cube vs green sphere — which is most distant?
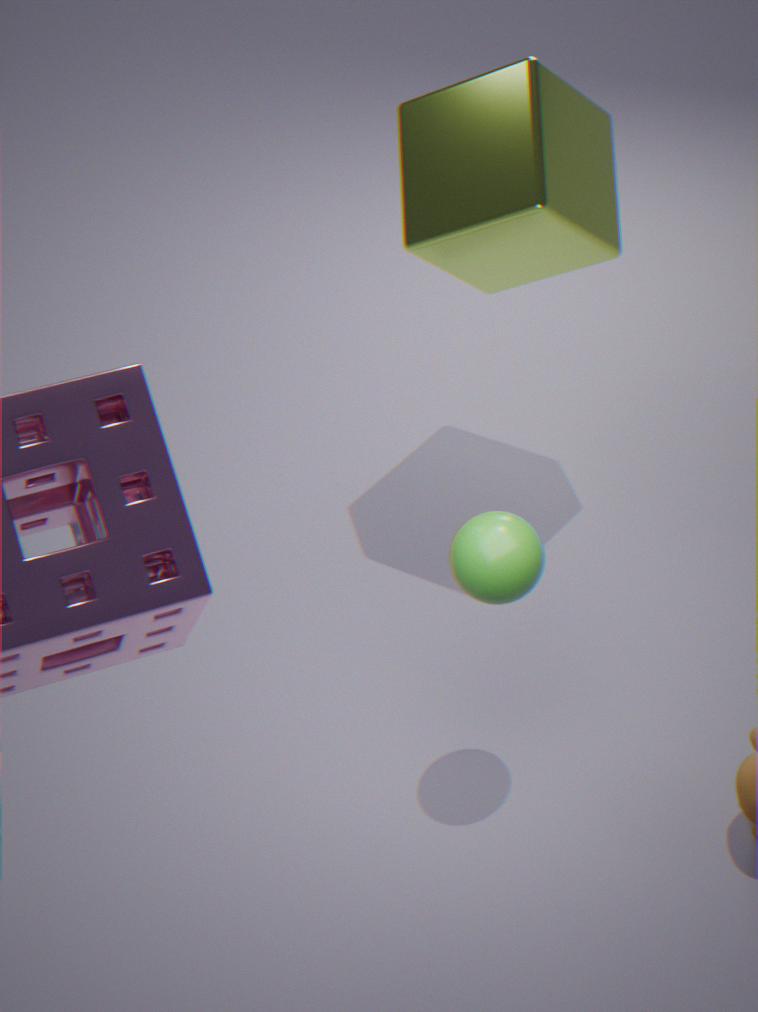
cube
